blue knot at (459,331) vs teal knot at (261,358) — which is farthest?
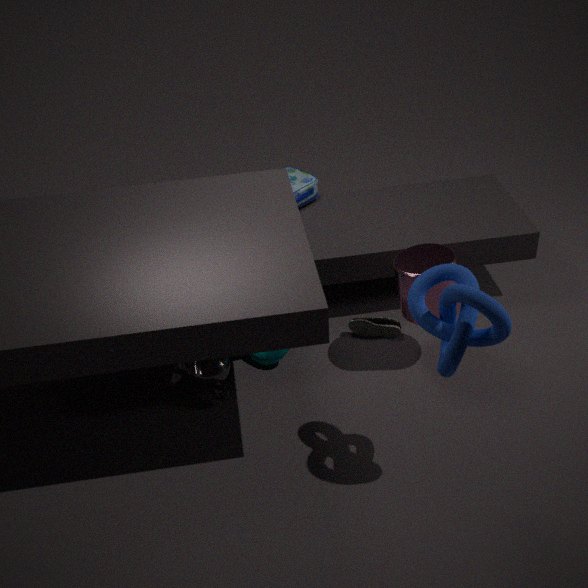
teal knot at (261,358)
